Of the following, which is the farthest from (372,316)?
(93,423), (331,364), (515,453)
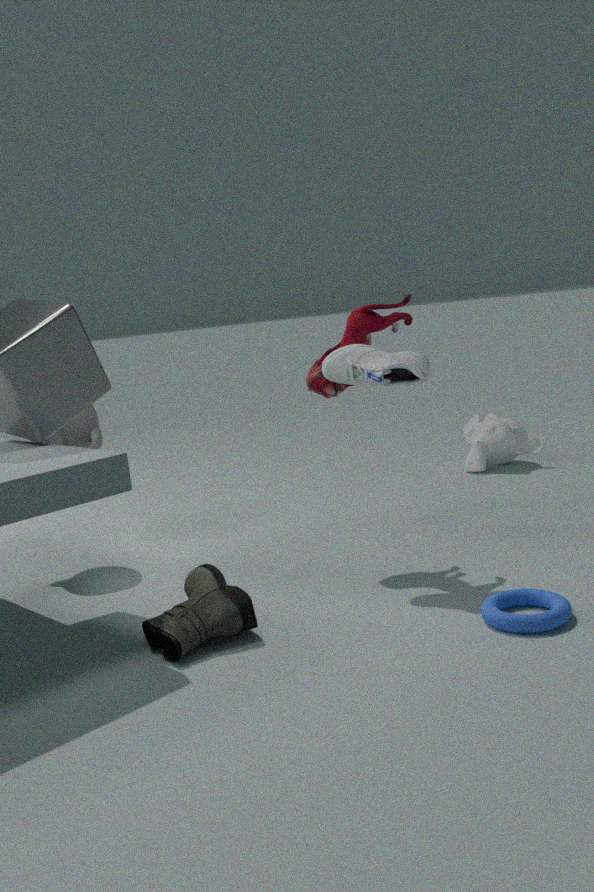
(515,453)
